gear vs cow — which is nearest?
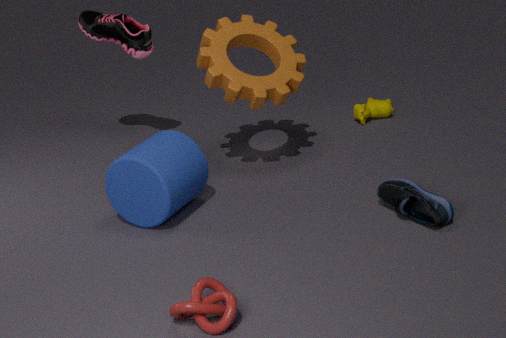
gear
